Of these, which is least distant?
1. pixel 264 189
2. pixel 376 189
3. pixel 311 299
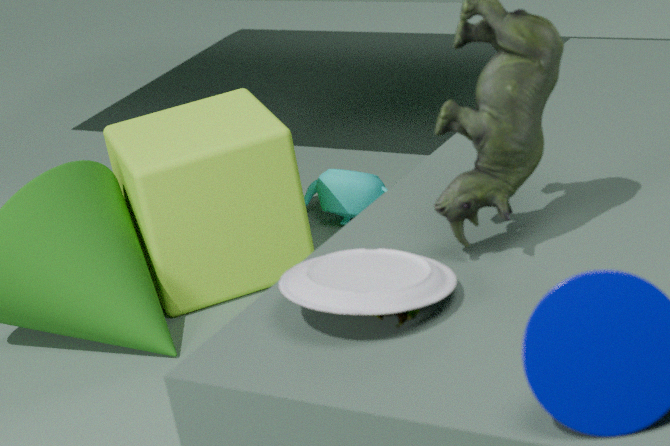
pixel 311 299
